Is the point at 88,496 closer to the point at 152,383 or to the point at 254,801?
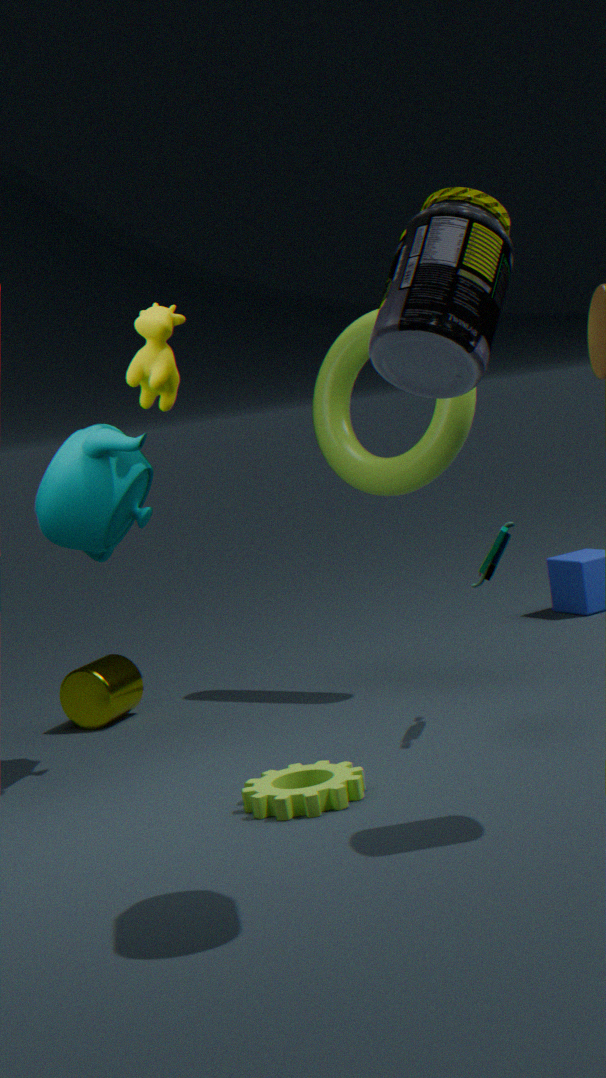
the point at 152,383
